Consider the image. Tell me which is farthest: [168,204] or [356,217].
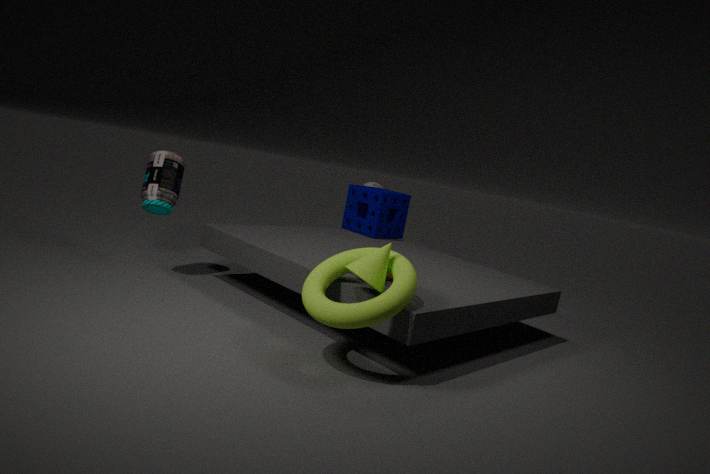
[356,217]
